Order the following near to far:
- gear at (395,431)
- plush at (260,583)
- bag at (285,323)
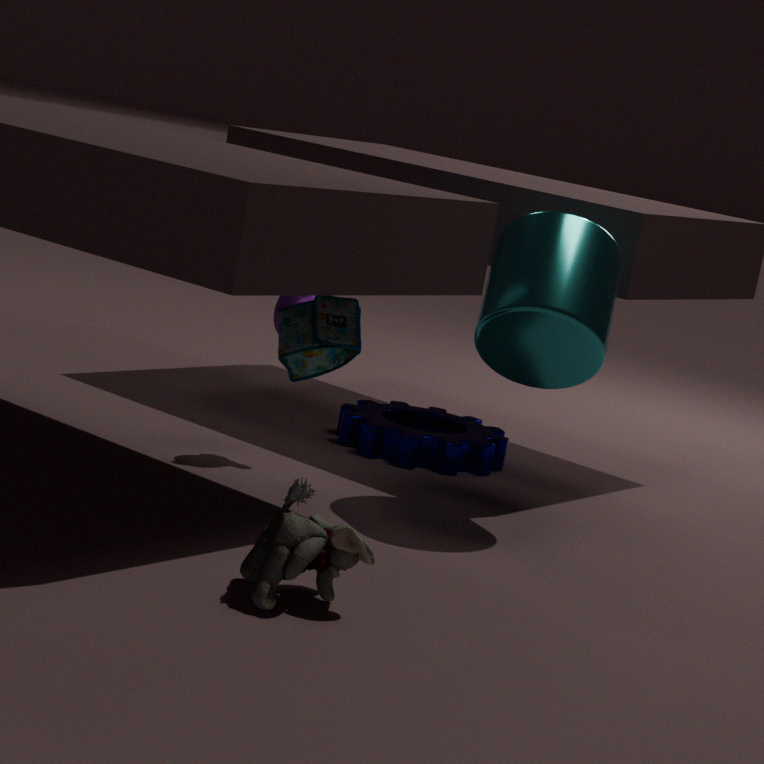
1. plush at (260,583)
2. bag at (285,323)
3. gear at (395,431)
